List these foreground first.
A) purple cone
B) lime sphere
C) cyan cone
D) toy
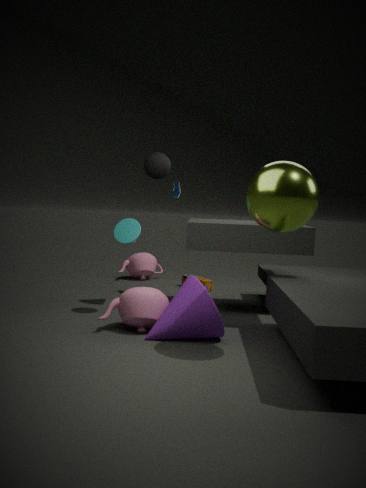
lime sphere, purple cone, cyan cone, toy
